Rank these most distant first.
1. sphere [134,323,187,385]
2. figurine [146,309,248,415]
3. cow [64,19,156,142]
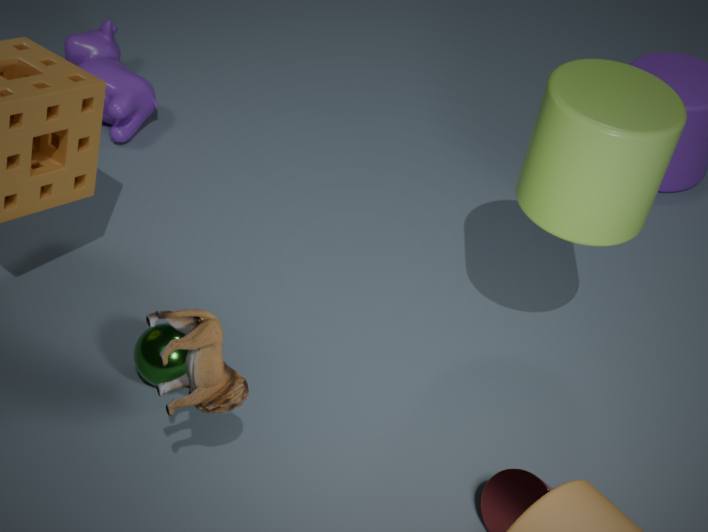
cow [64,19,156,142], sphere [134,323,187,385], figurine [146,309,248,415]
